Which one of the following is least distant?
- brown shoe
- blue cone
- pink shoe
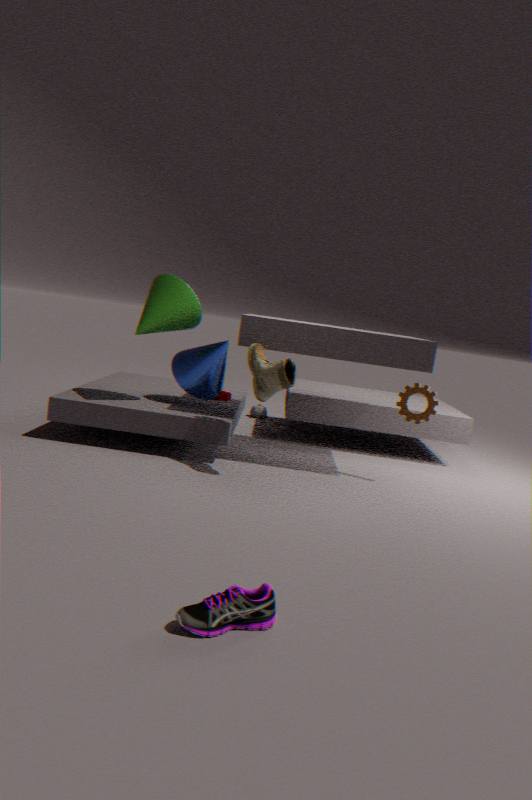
pink shoe
